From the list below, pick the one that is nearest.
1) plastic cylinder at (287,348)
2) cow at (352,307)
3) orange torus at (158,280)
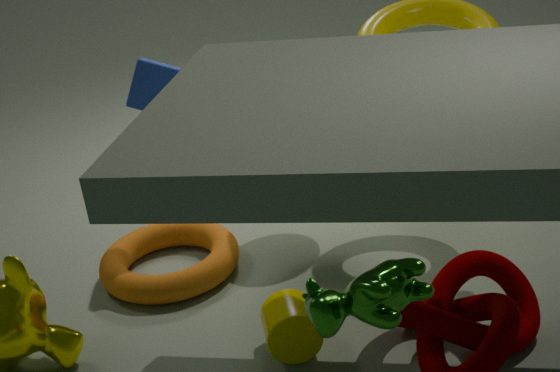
2. cow at (352,307)
